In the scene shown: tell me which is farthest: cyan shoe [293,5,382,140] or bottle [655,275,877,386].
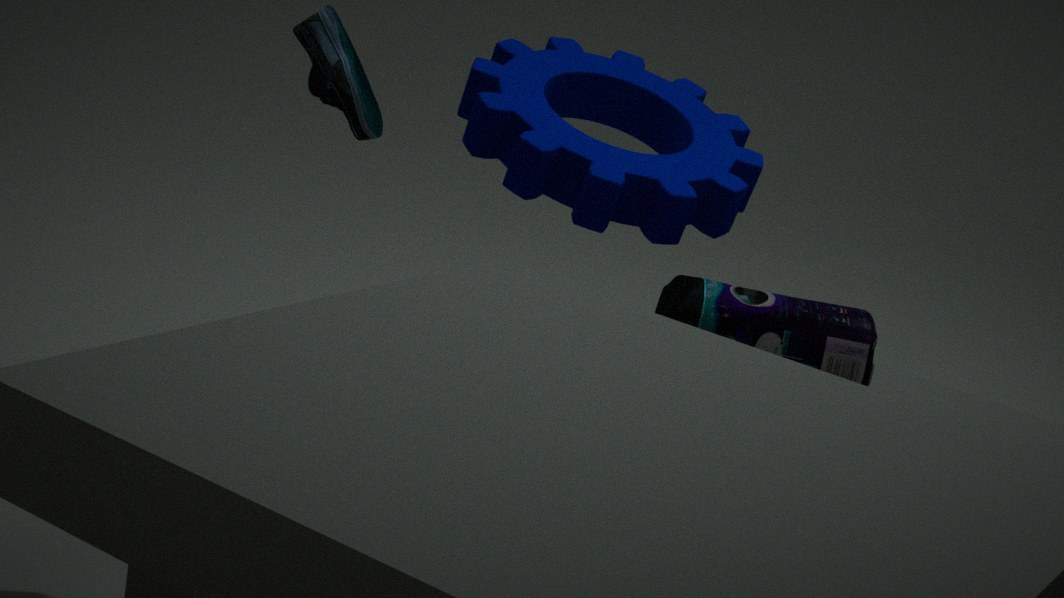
bottle [655,275,877,386]
